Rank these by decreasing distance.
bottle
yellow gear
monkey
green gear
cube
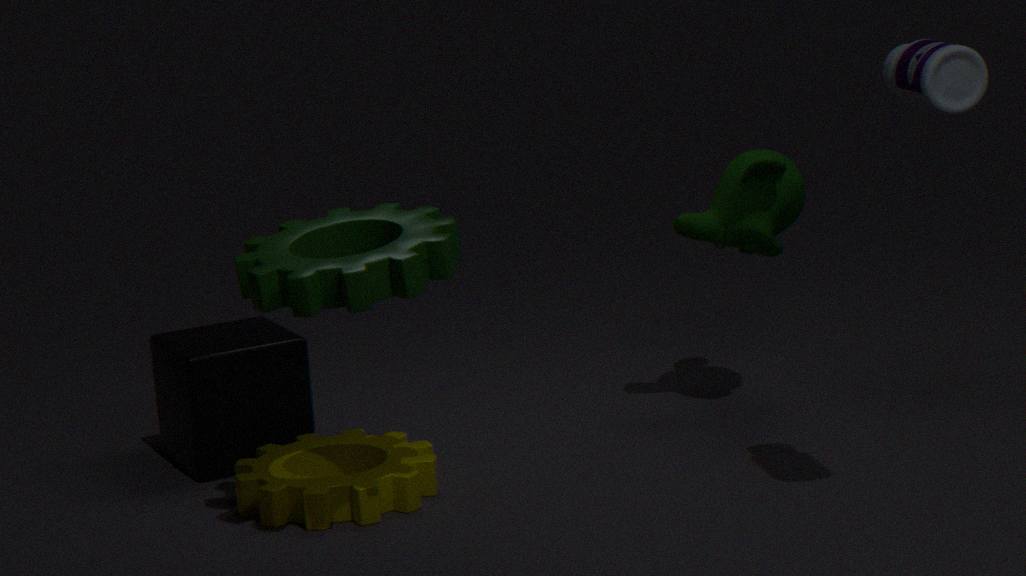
Result: monkey < cube < yellow gear < green gear < bottle
